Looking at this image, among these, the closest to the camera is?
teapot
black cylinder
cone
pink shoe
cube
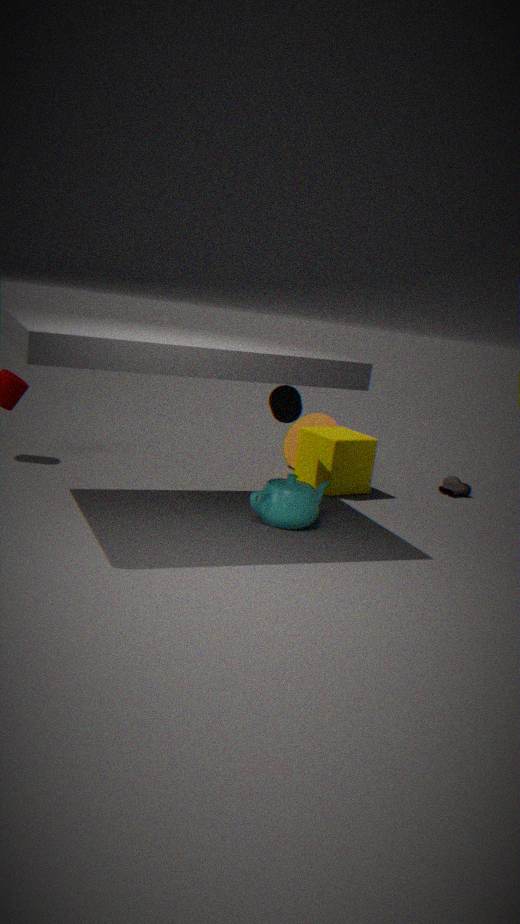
teapot
